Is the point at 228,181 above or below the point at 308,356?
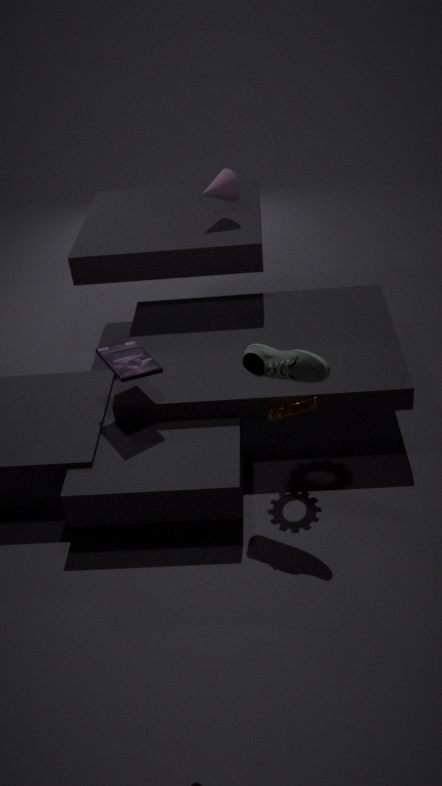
above
